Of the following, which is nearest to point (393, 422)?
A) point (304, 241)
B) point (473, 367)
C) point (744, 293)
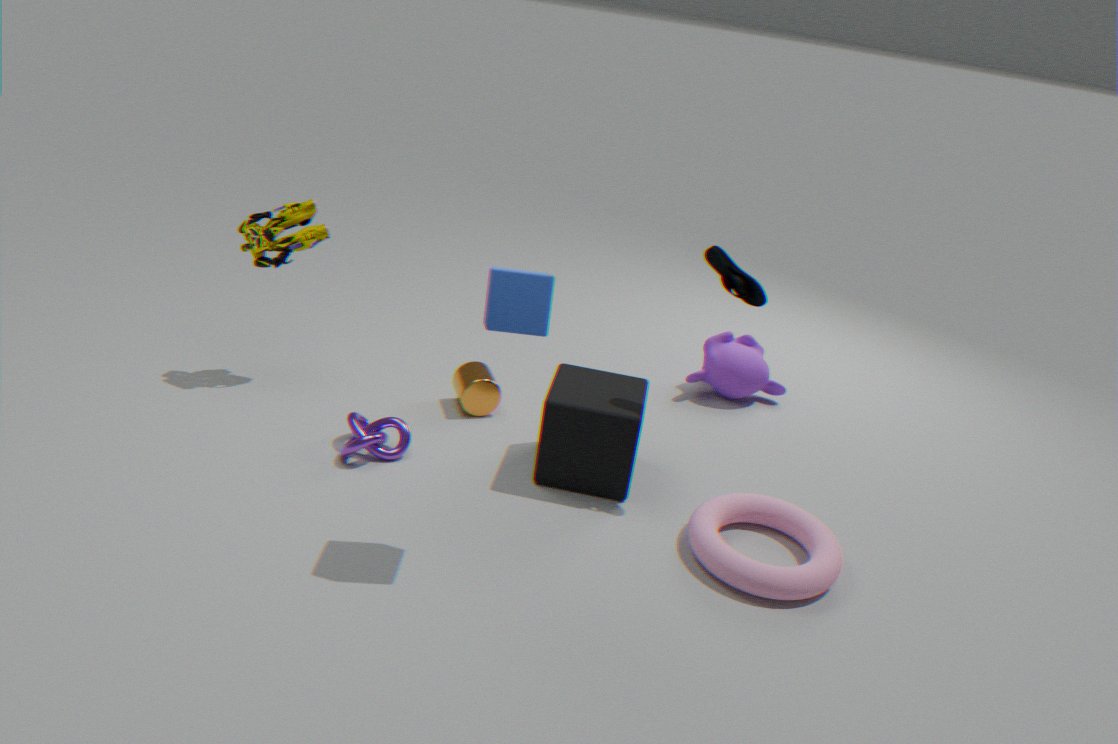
point (473, 367)
